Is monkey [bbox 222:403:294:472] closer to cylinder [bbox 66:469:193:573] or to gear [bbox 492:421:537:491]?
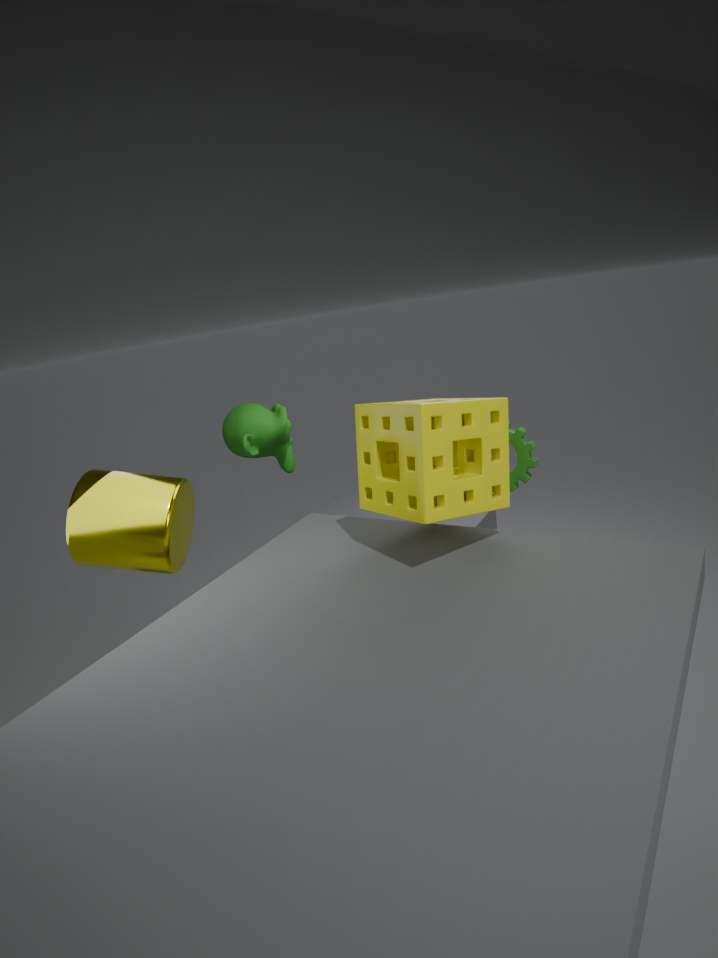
cylinder [bbox 66:469:193:573]
